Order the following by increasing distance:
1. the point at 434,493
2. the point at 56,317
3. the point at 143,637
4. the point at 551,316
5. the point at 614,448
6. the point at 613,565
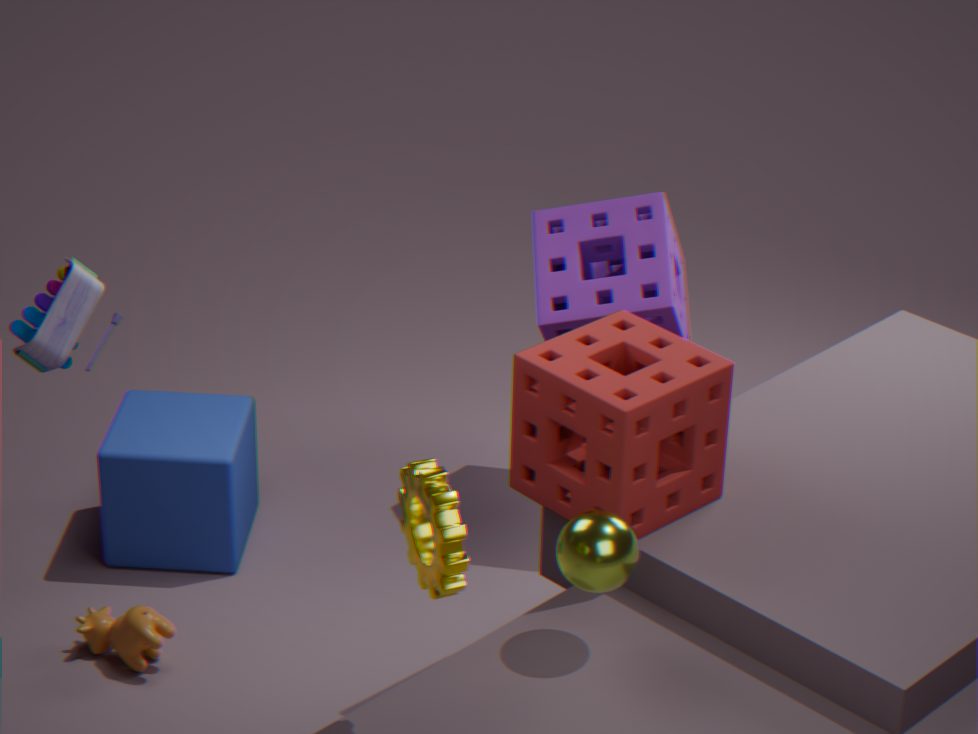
the point at 434,493
the point at 56,317
the point at 613,565
the point at 614,448
the point at 143,637
the point at 551,316
